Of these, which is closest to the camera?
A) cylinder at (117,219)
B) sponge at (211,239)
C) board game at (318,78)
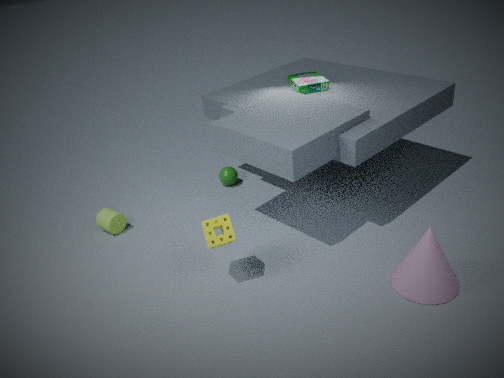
sponge at (211,239)
